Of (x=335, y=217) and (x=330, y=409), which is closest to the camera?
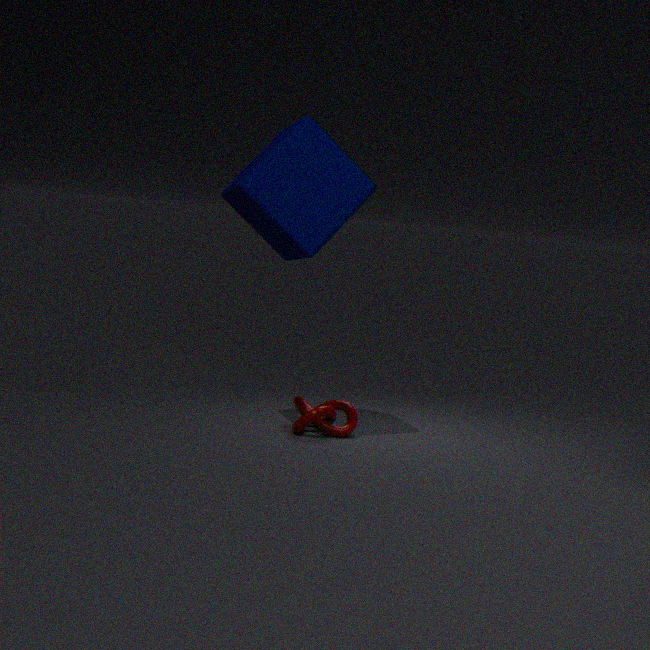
(x=335, y=217)
